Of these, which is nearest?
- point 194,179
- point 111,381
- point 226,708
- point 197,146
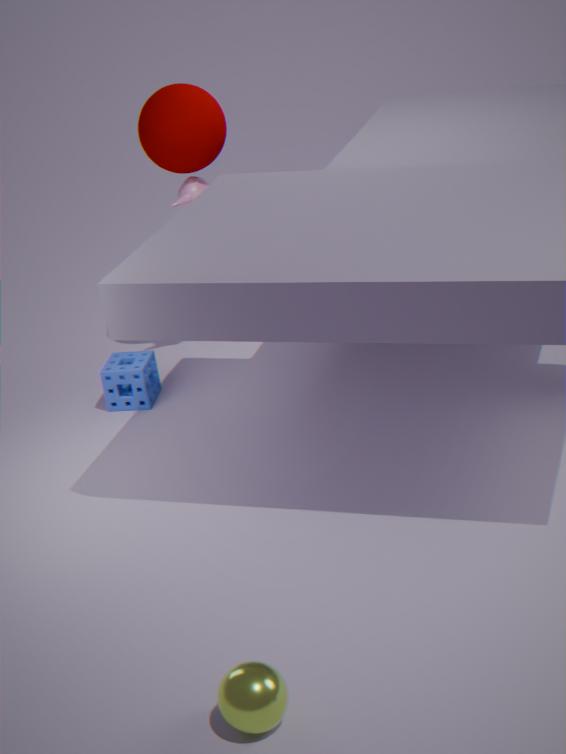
point 226,708
